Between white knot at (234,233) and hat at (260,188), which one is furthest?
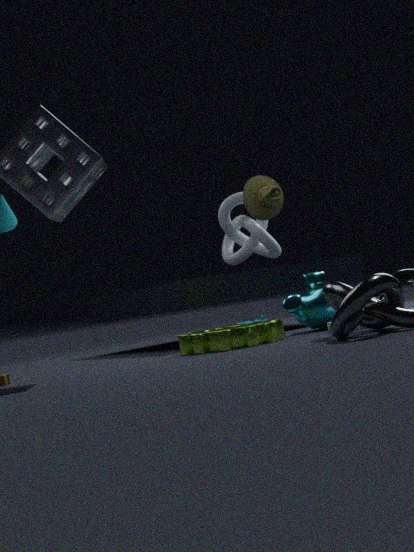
white knot at (234,233)
